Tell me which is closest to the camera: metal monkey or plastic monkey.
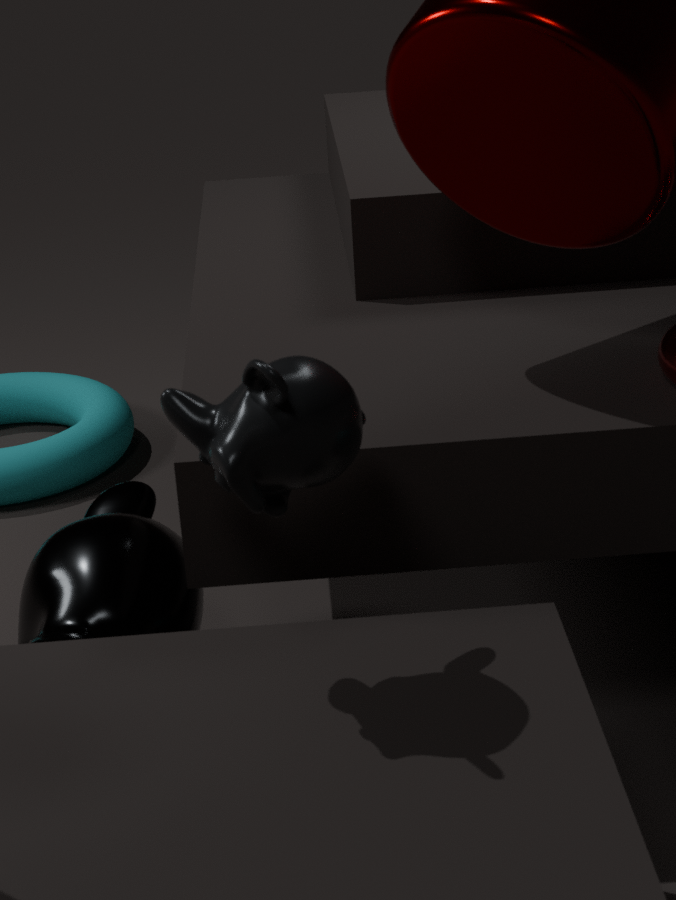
plastic monkey
